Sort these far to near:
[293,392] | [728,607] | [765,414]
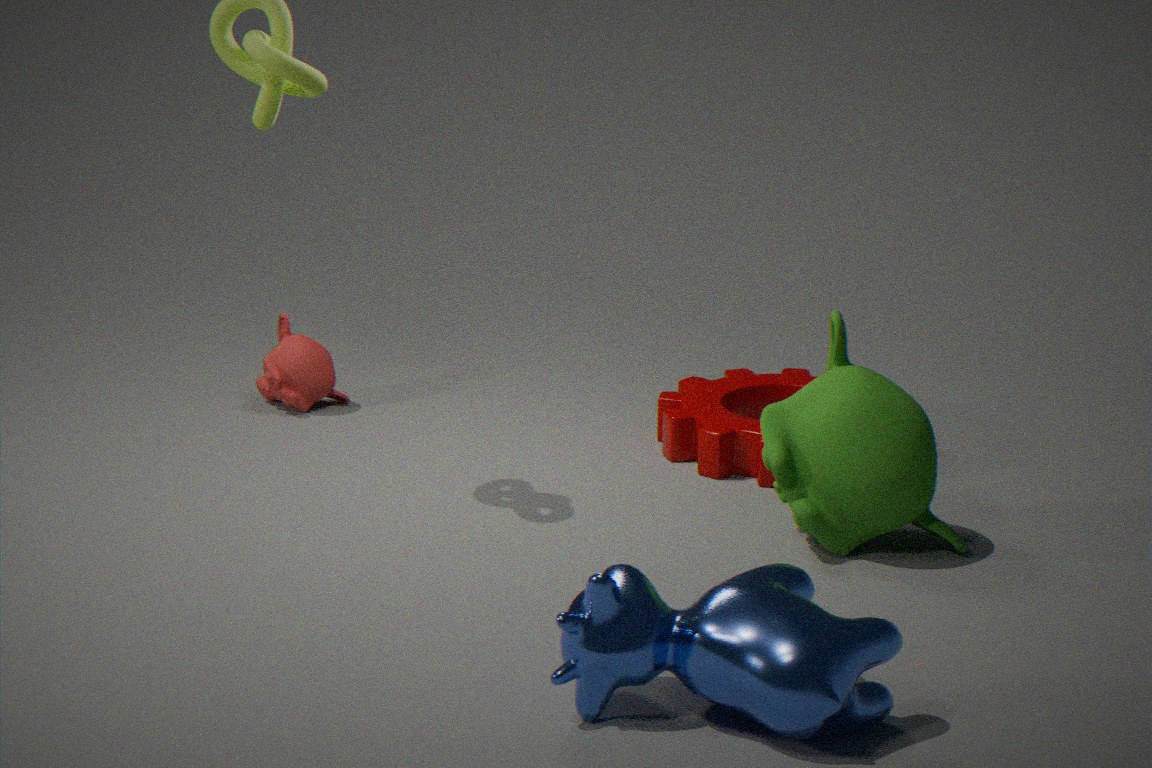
[293,392] → [765,414] → [728,607]
